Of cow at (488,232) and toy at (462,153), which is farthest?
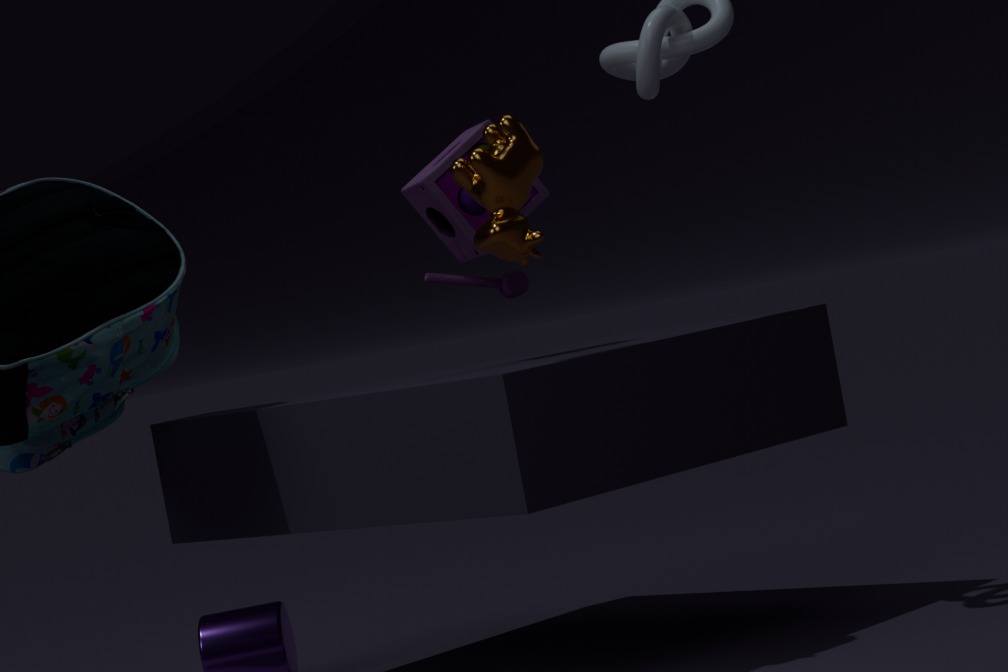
toy at (462,153)
